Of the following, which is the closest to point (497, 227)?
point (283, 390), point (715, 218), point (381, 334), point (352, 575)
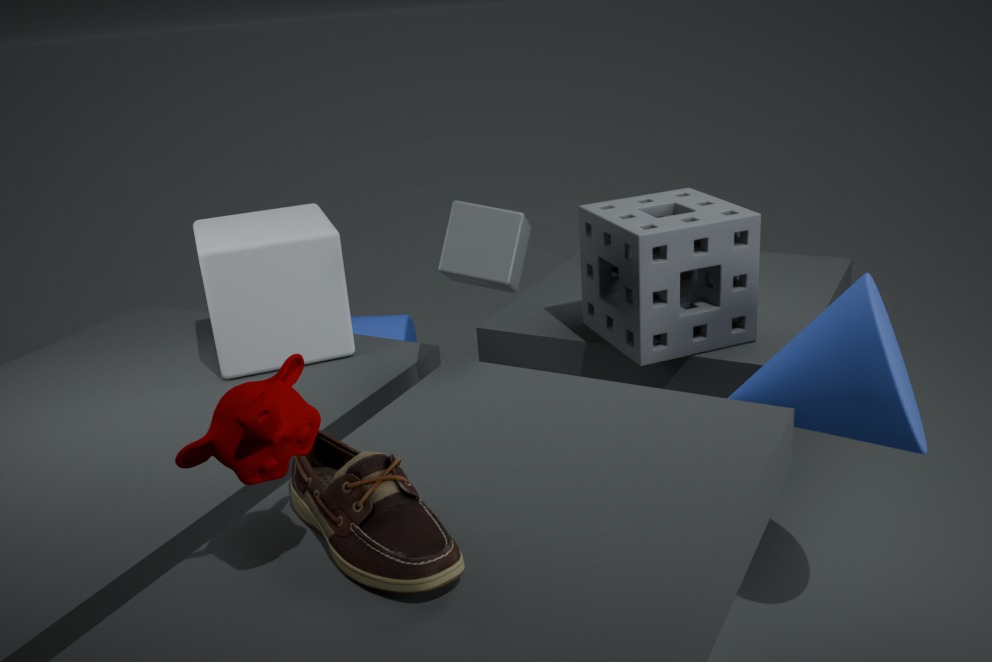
point (715, 218)
